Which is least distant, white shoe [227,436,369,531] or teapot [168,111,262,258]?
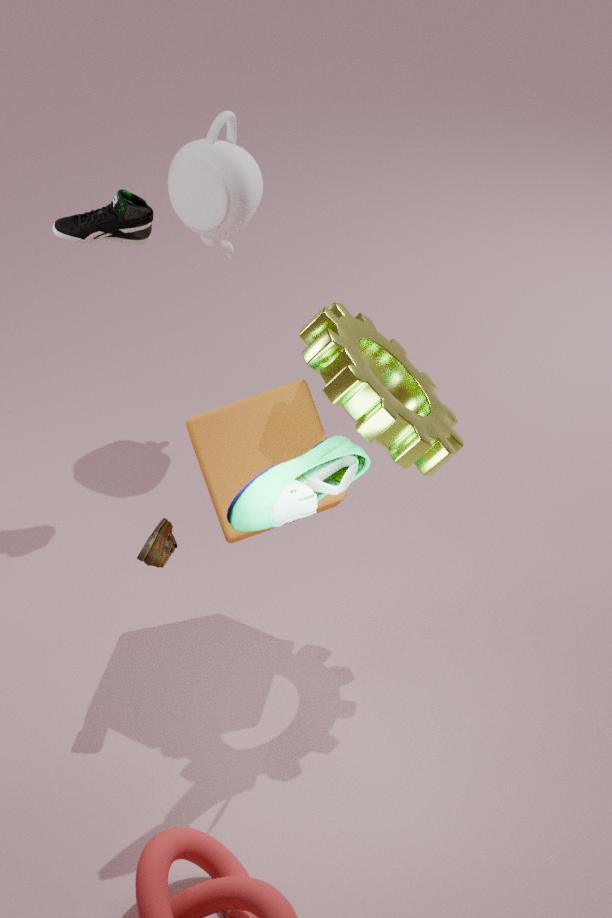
white shoe [227,436,369,531]
